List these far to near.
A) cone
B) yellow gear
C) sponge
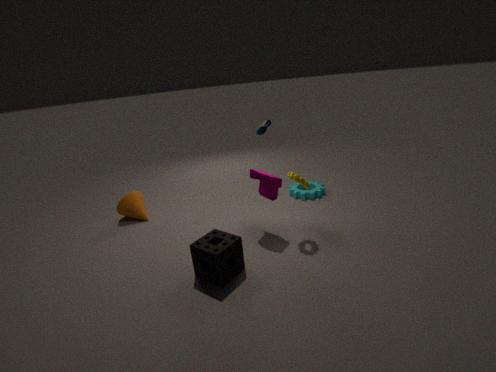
1. cone
2. yellow gear
3. sponge
